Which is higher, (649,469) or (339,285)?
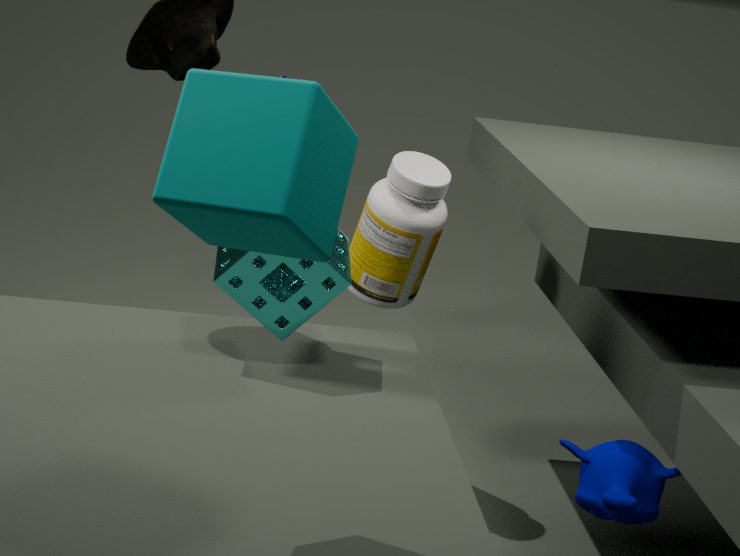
(339,285)
